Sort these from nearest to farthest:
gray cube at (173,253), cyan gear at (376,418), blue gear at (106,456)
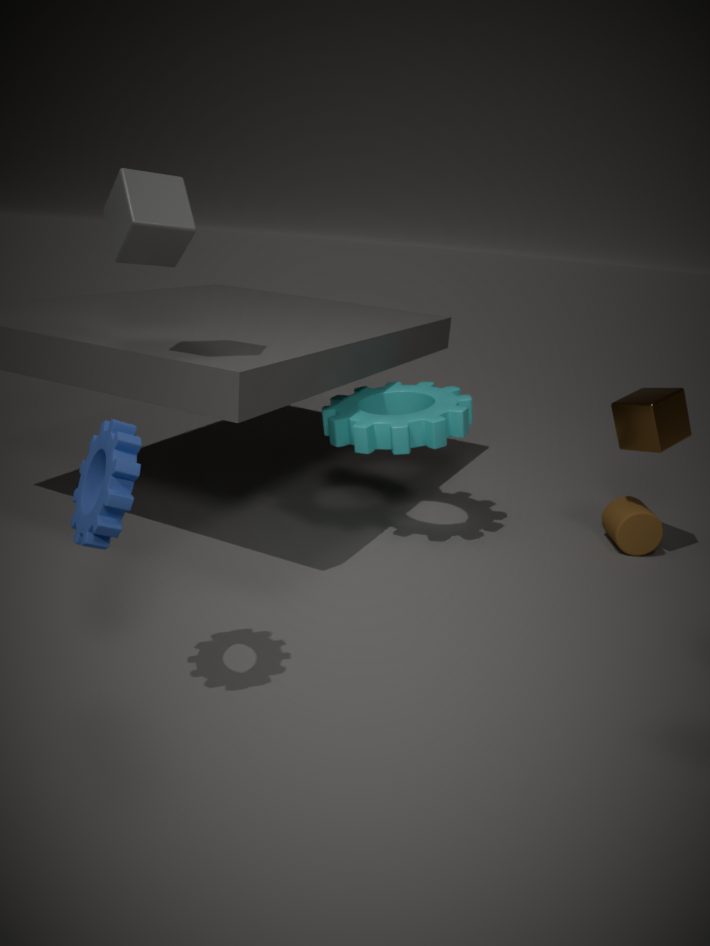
blue gear at (106,456)
gray cube at (173,253)
cyan gear at (376,418)
